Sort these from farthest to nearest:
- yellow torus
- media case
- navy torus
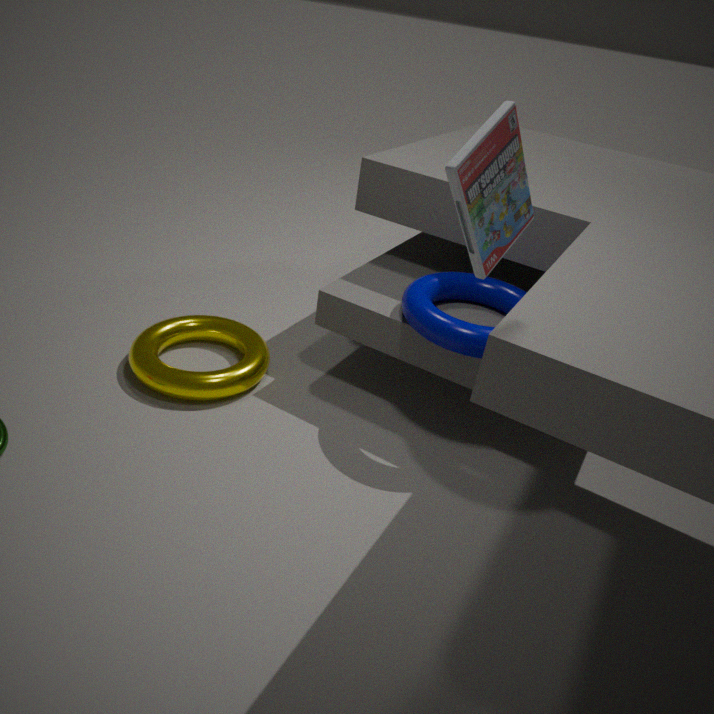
yellow torus < navy torus < media case
